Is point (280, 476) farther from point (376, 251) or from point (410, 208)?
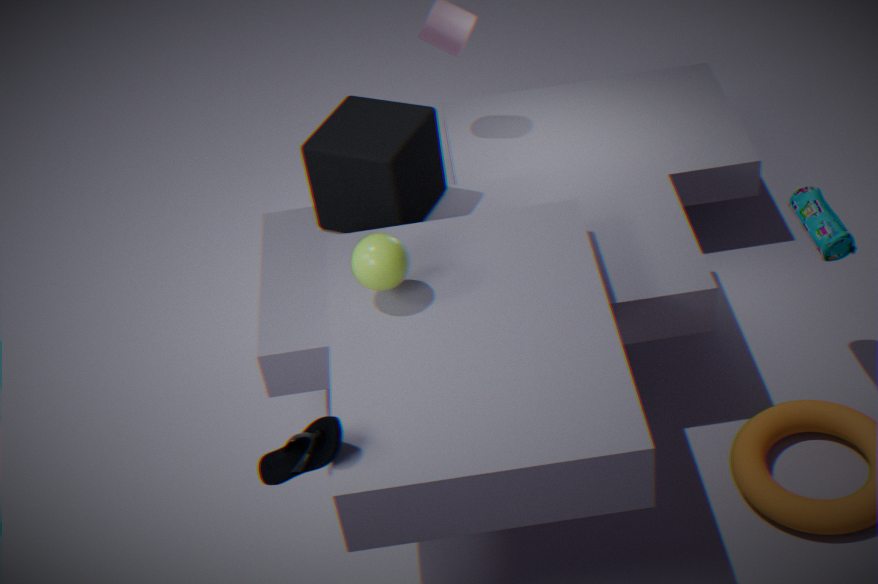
point (410, 208)
